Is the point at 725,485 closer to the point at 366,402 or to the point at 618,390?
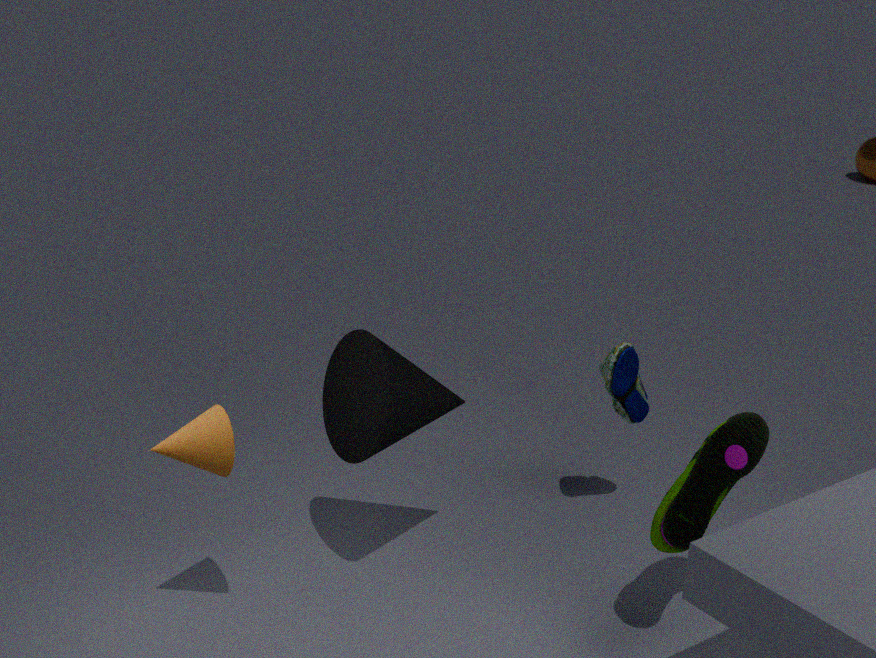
the point at 618,390
